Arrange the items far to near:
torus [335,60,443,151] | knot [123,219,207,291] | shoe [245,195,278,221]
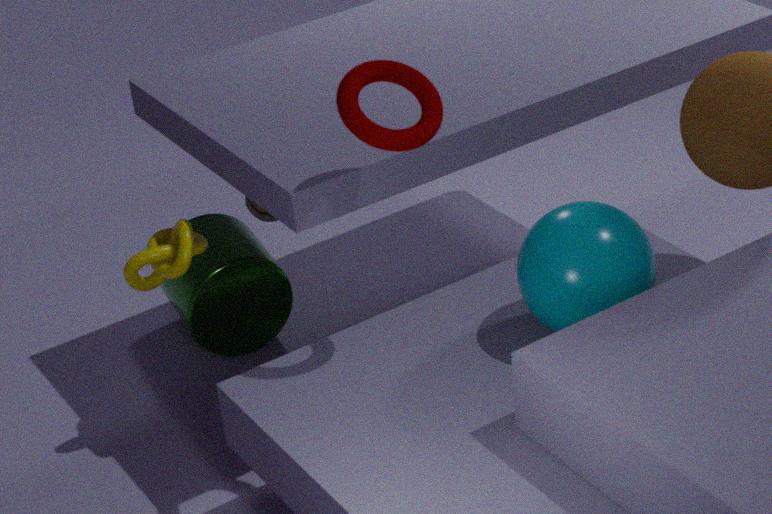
shoe [245,195,278,221], knot [123,219,207,291], torus [335,60,443,151]
